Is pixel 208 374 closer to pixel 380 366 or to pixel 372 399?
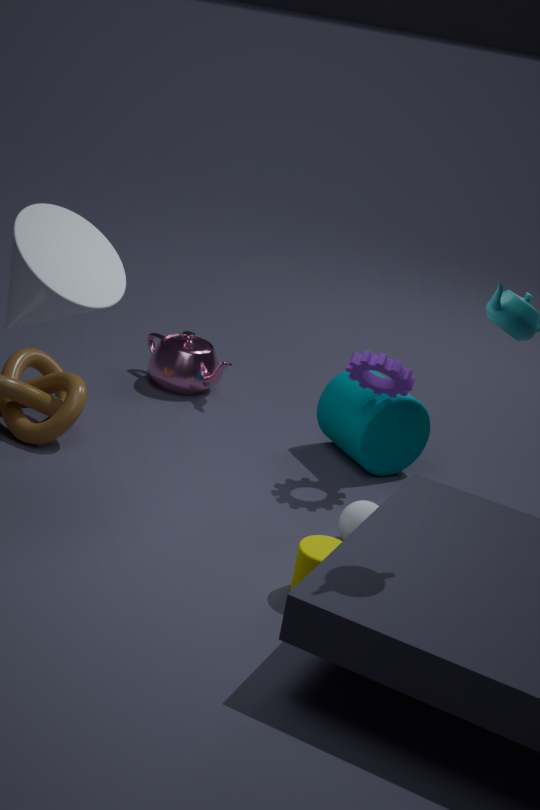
pixel 372 399
